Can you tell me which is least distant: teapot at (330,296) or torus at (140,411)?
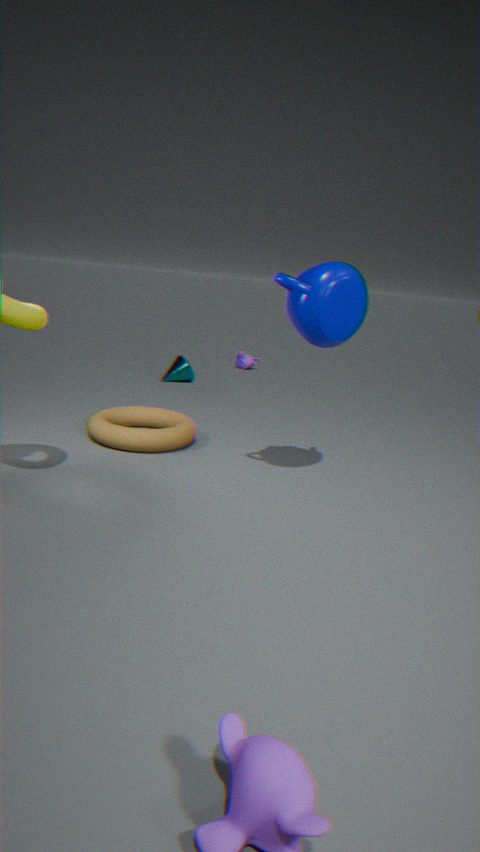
teapot at (330,296)
